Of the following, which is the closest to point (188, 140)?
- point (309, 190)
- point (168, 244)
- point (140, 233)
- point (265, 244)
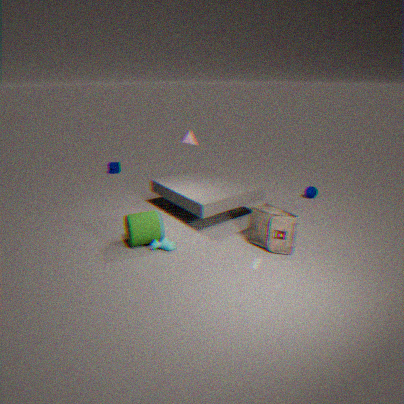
point (140, 233)
